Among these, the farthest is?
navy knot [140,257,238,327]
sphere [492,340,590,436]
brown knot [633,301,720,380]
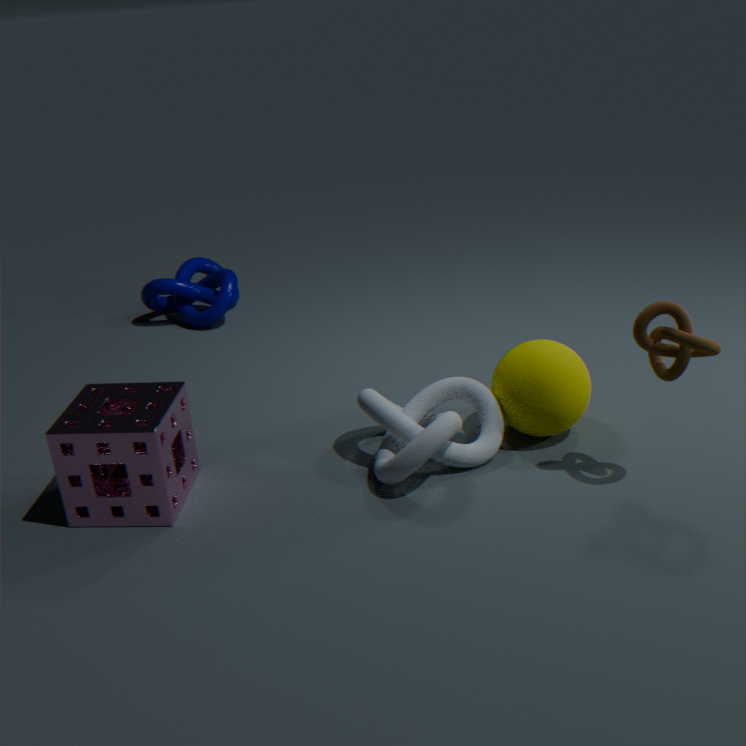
navy knot [140,257,238,327]
